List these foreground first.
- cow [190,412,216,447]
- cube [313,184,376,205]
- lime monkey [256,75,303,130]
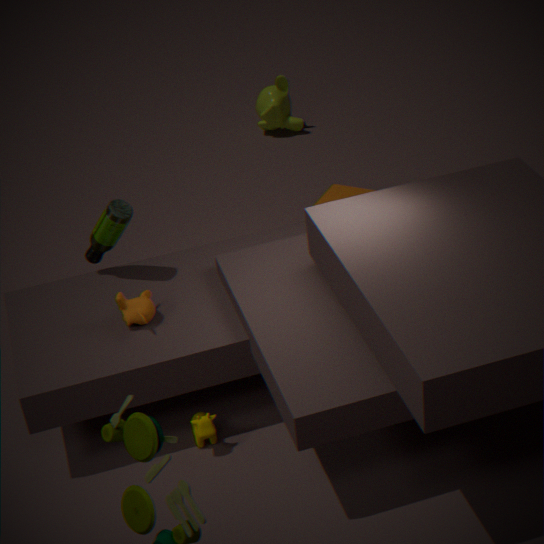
cow [190,412,216,447], cube [313,184,376,205], lime monkey [256,75,303,130]
